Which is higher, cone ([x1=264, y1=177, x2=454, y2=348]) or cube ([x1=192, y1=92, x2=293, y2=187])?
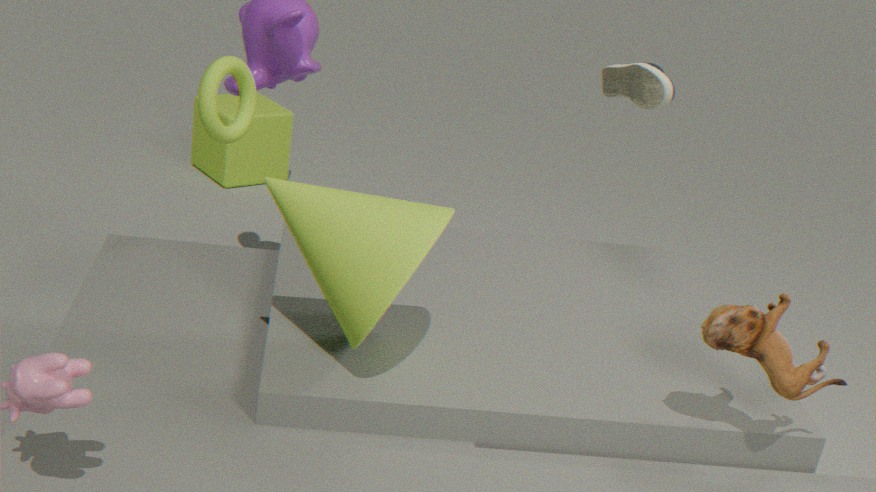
cone ([x1=264, y1=177, x2=454, y2=348])
